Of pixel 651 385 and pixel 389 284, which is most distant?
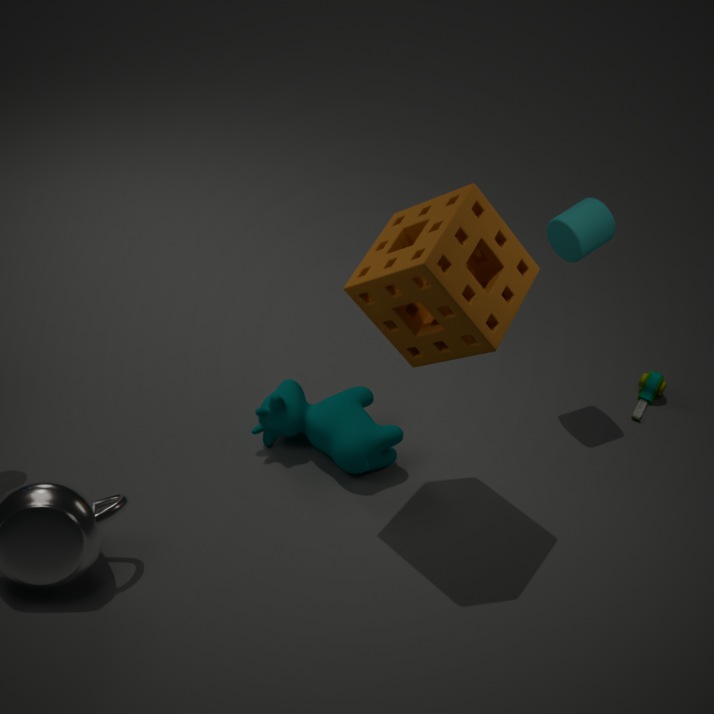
pixel 651 385
